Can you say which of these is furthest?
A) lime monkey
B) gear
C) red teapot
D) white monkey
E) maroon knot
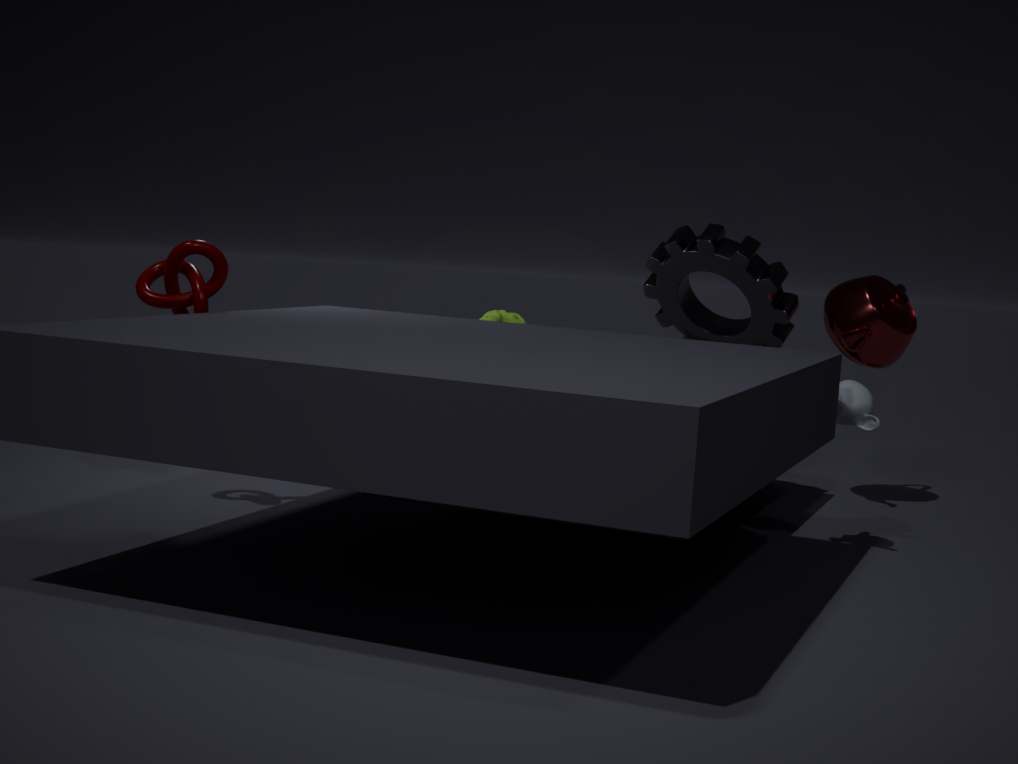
red teapot
